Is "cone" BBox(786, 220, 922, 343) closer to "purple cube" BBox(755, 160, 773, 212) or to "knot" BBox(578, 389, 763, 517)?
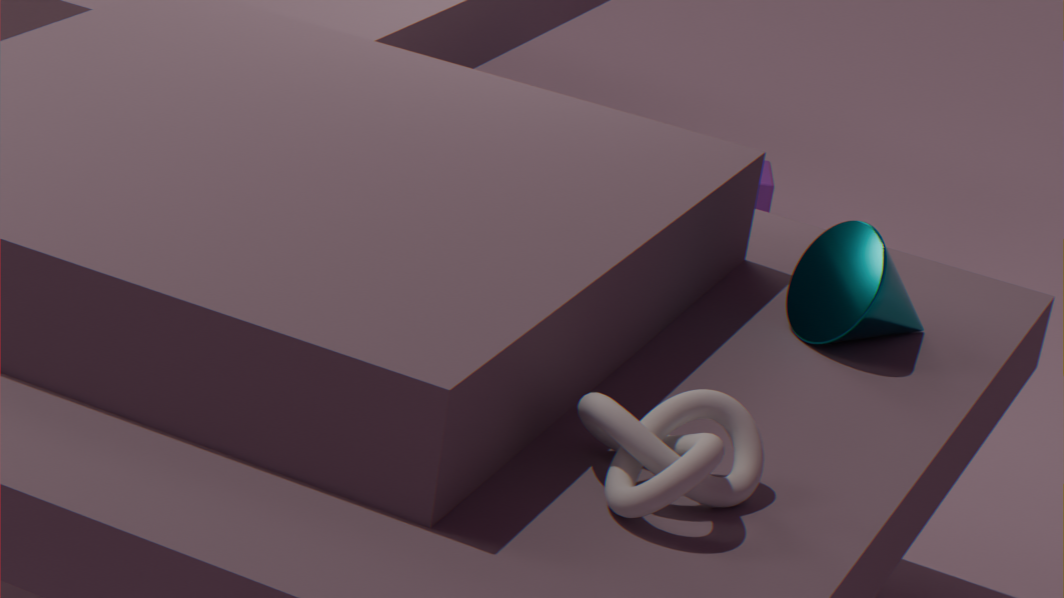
"knot" BBox(578, 389, 763, 517)
